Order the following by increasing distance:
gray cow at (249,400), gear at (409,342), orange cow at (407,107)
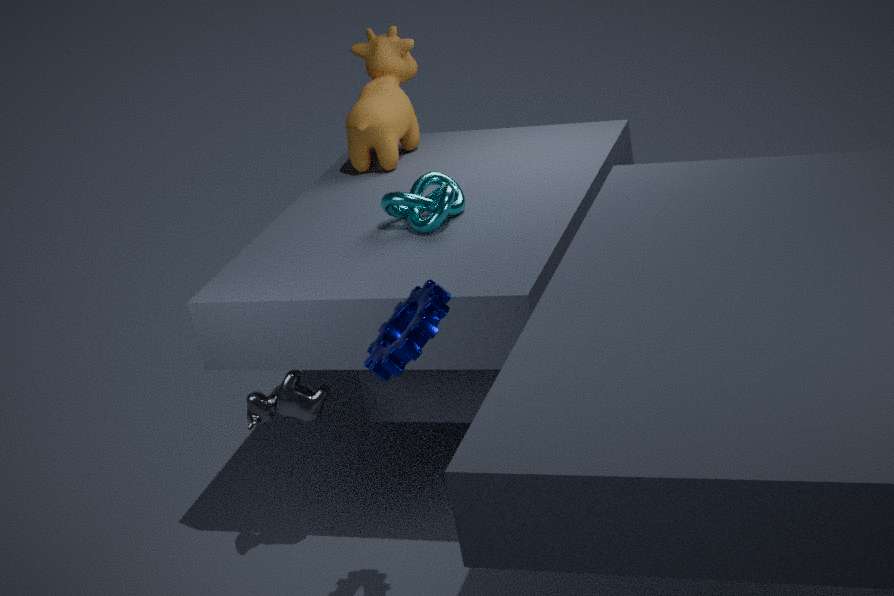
gear at (409,342) → gray cow at (249,400) → orange cow at (407,107)
